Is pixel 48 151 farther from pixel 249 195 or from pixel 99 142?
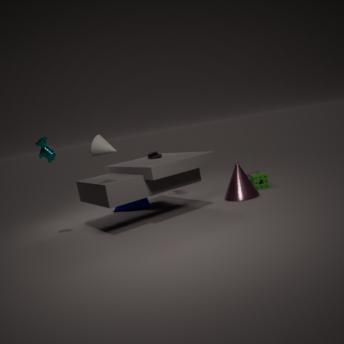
pixel 249 195
